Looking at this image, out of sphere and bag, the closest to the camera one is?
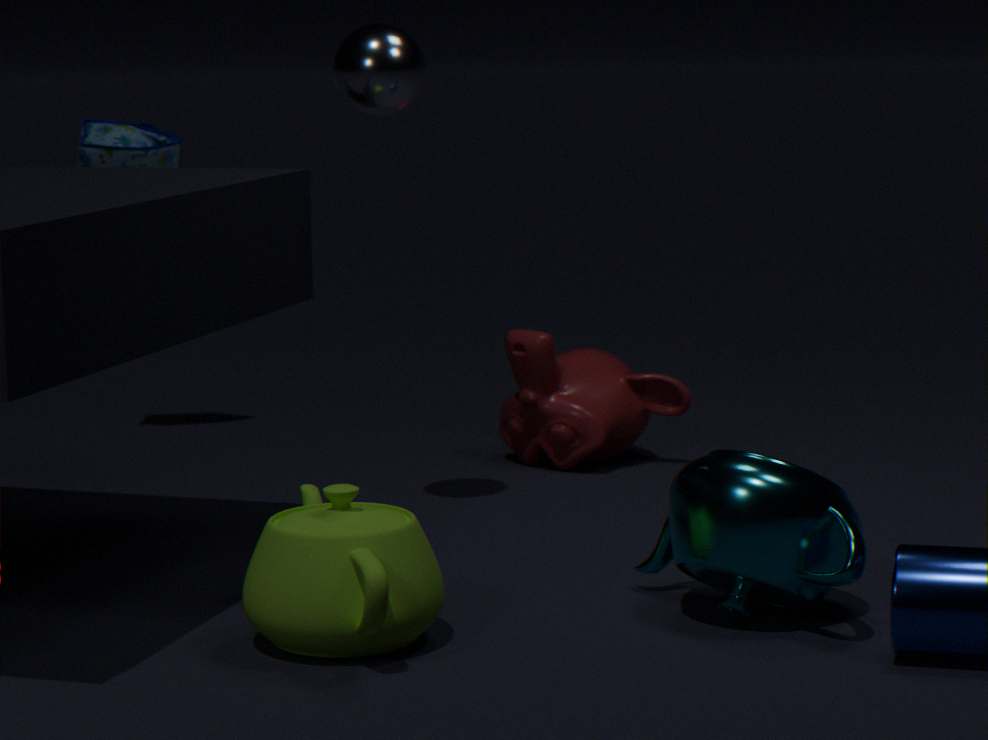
sphere
